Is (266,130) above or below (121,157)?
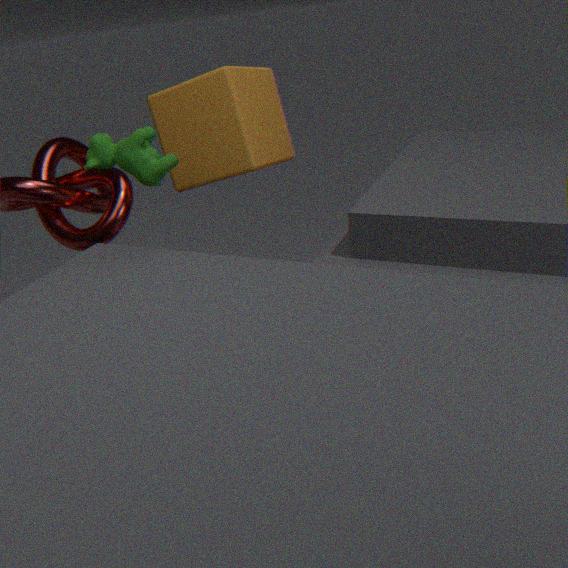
below
